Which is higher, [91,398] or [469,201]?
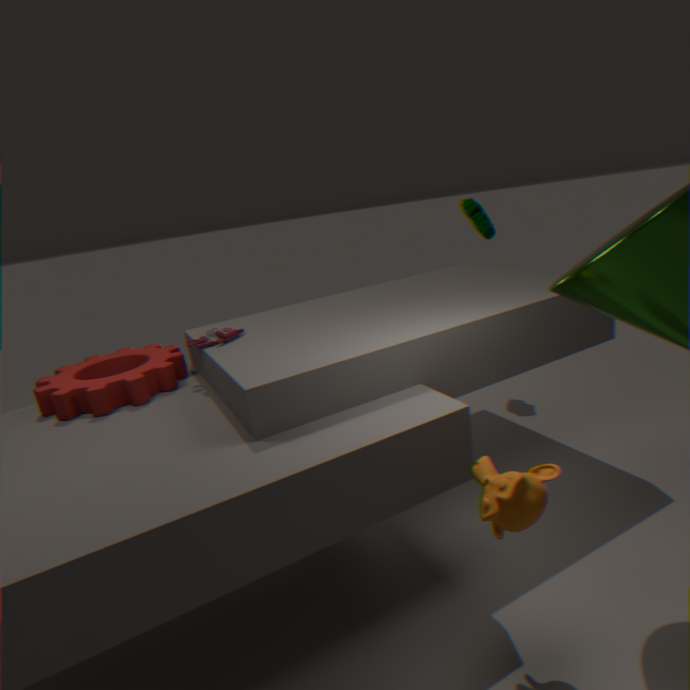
[469,201]
